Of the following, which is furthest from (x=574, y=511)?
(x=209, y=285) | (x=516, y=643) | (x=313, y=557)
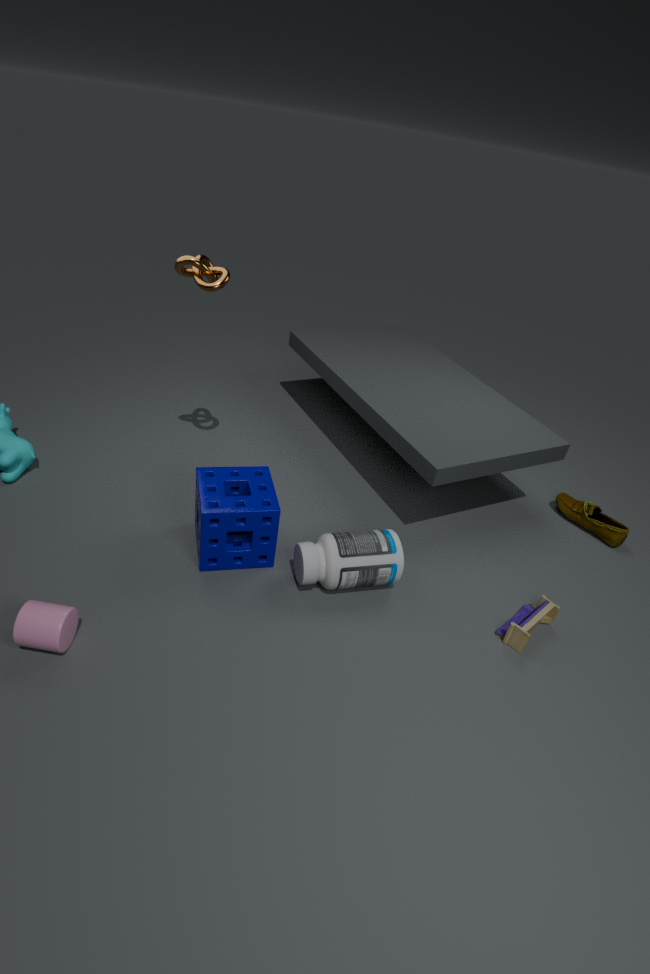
(x=209, y=285)
